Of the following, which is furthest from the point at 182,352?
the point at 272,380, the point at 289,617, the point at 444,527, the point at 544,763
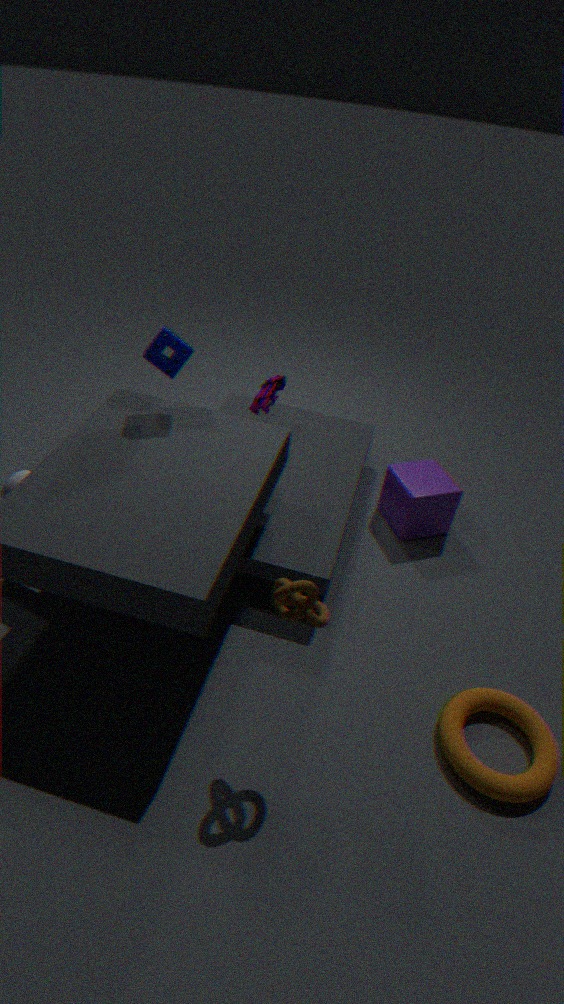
the point at 544,763
